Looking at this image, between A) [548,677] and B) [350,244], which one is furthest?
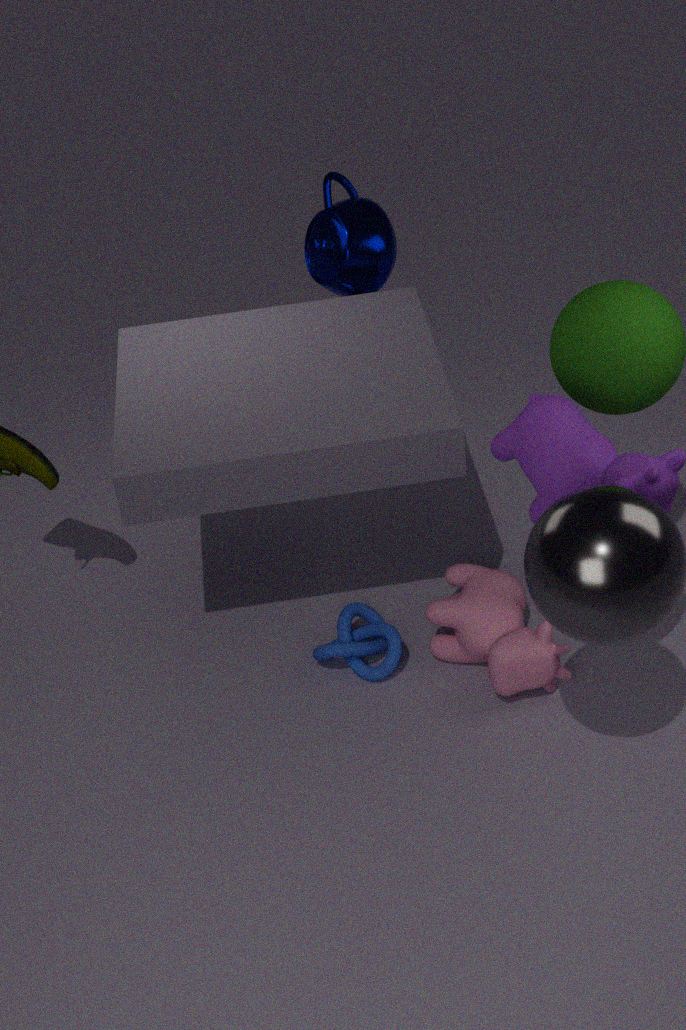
B. [350,244]
